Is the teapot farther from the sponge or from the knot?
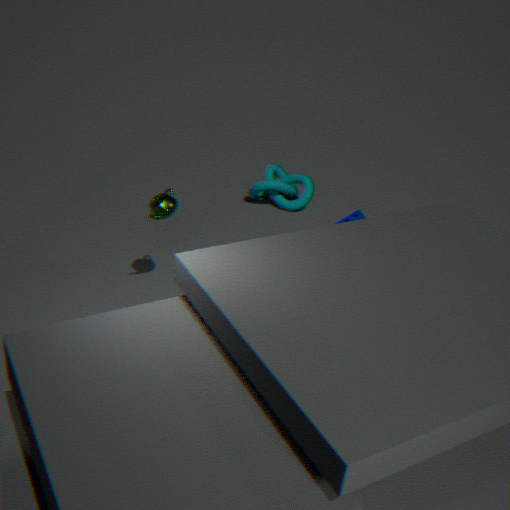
the knot
